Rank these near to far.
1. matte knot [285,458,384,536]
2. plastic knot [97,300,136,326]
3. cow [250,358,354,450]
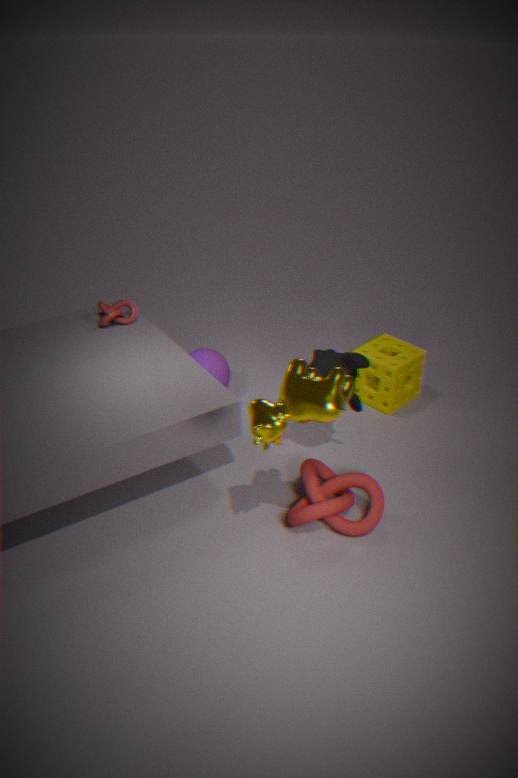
cow [250,358,354,450] < matte knot [285,458,384,536] < plastic knot [97,300,136,326]
